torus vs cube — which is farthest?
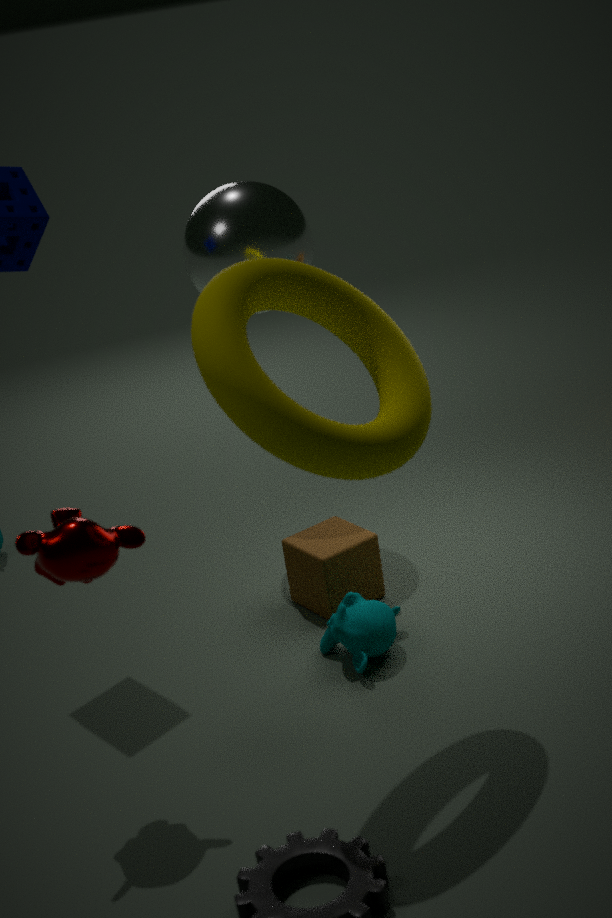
cube
